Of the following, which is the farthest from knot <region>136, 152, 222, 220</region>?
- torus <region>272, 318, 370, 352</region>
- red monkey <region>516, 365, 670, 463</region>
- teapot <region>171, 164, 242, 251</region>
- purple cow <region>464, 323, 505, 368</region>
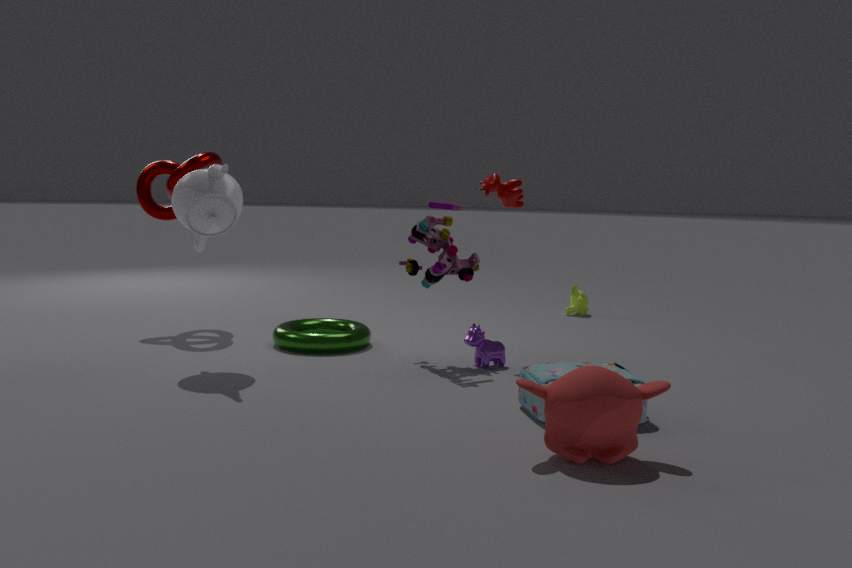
red monkey <region>516, 365, 670, 463</region>
